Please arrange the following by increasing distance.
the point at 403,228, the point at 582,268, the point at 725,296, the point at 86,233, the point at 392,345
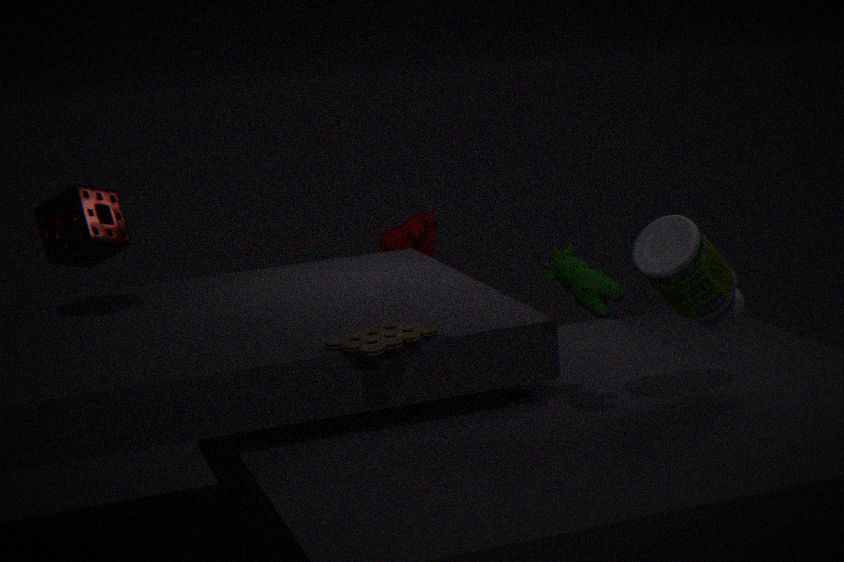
the point at 392,345 < the point at 582,268 < the point at 725,296 < the point at 86,233 < the point at 403,228
